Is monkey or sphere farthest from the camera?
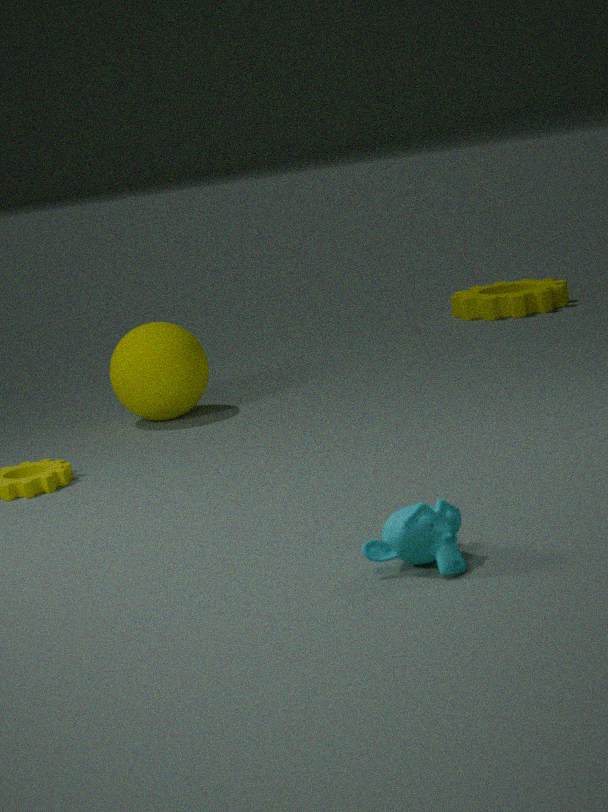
sphere
